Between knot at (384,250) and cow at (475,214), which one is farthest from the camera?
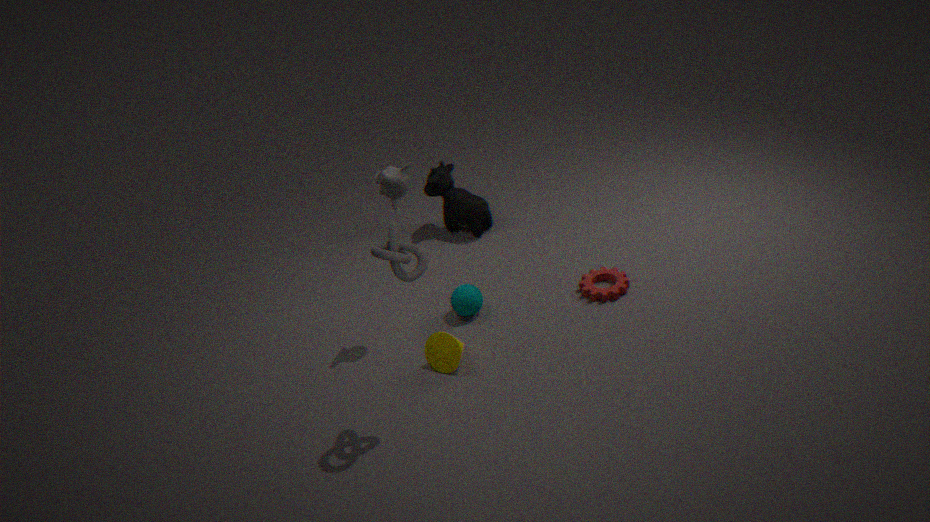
cow at (475,214)
